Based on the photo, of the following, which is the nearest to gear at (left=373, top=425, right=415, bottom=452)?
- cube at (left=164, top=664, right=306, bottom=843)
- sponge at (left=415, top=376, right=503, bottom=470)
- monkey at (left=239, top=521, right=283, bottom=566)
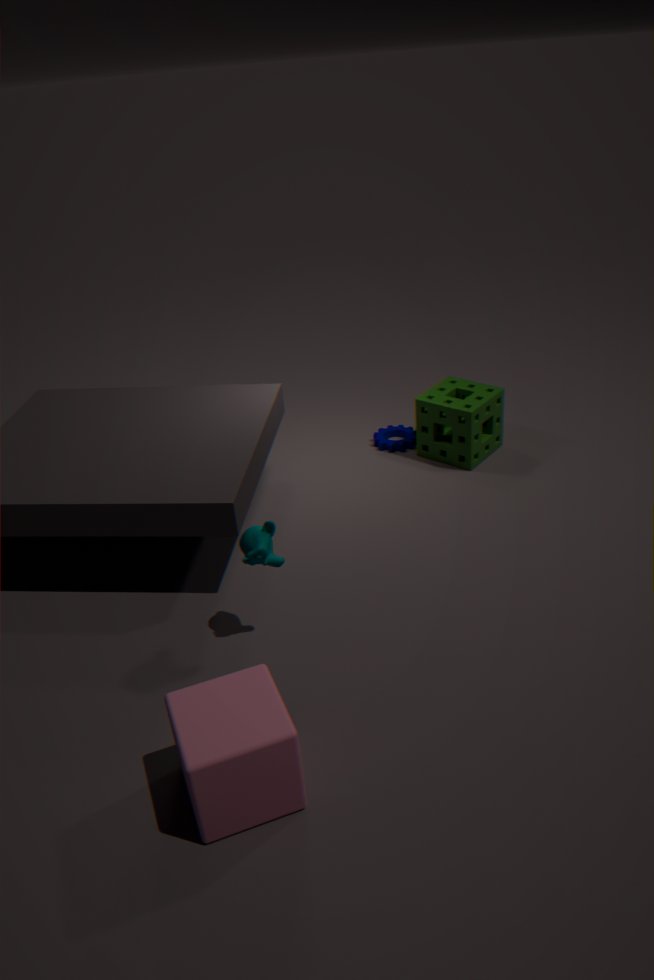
sponge at (left=415, top=376, right=503, bottom=470)
